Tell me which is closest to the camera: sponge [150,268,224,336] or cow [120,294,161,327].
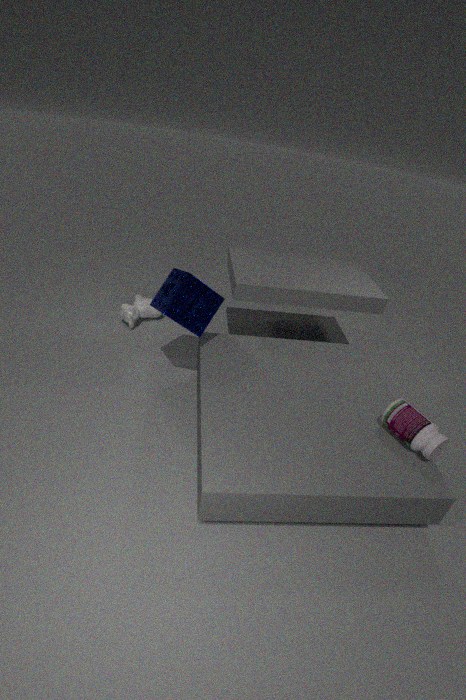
sponge [150,268,224,336]
